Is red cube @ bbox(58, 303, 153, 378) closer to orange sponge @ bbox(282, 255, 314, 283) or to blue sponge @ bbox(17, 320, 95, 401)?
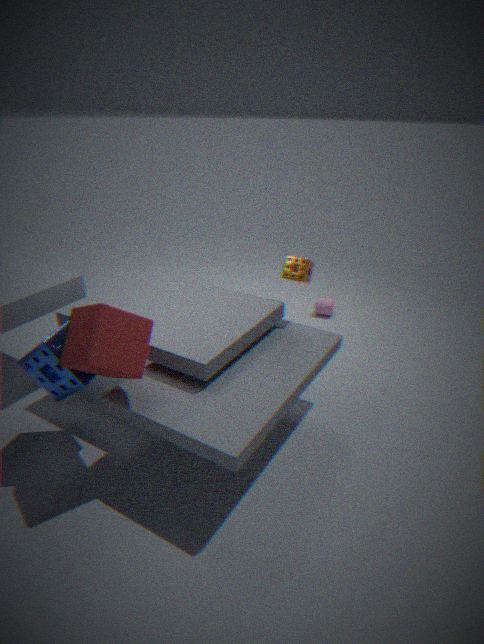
blue sponge @ bbox(17, 320, 95, 401)
